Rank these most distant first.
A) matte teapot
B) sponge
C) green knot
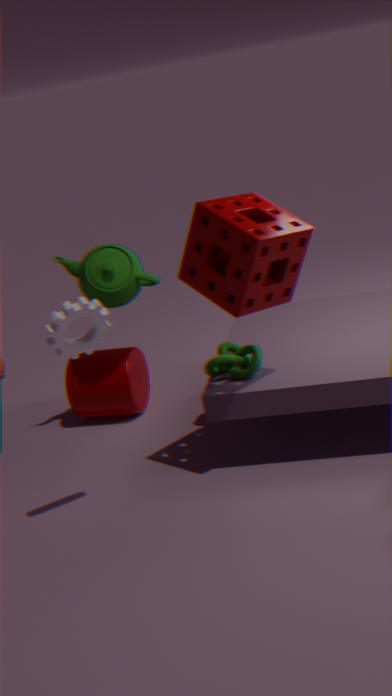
matte teapot → green knot → sponge
